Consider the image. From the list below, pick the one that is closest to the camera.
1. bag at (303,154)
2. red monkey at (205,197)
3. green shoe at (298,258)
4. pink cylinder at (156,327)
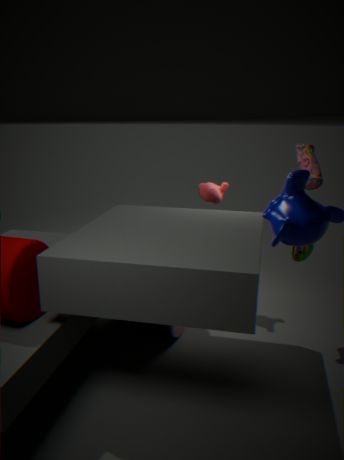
bag at (303,154)
